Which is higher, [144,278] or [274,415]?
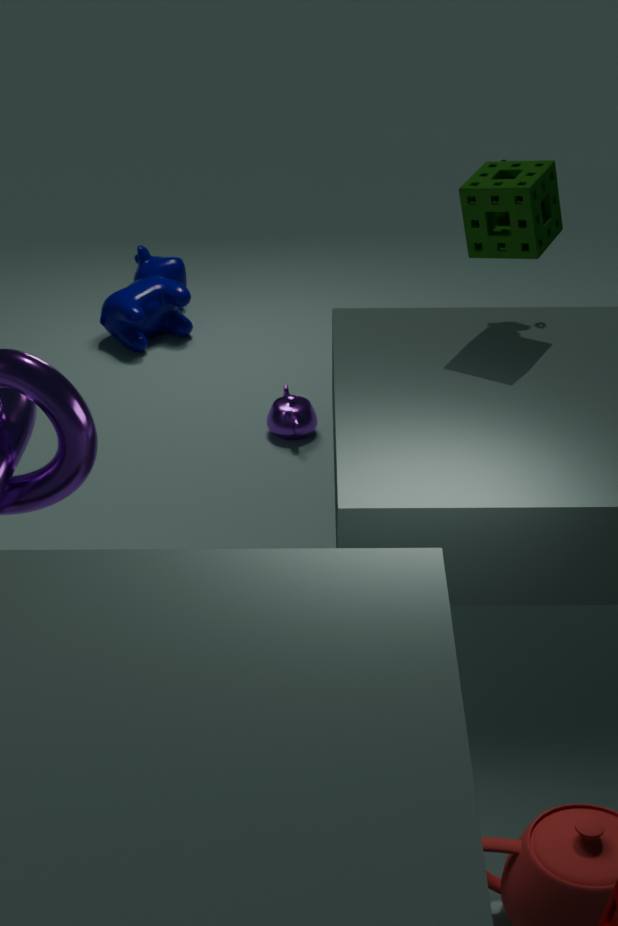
[144,278]
